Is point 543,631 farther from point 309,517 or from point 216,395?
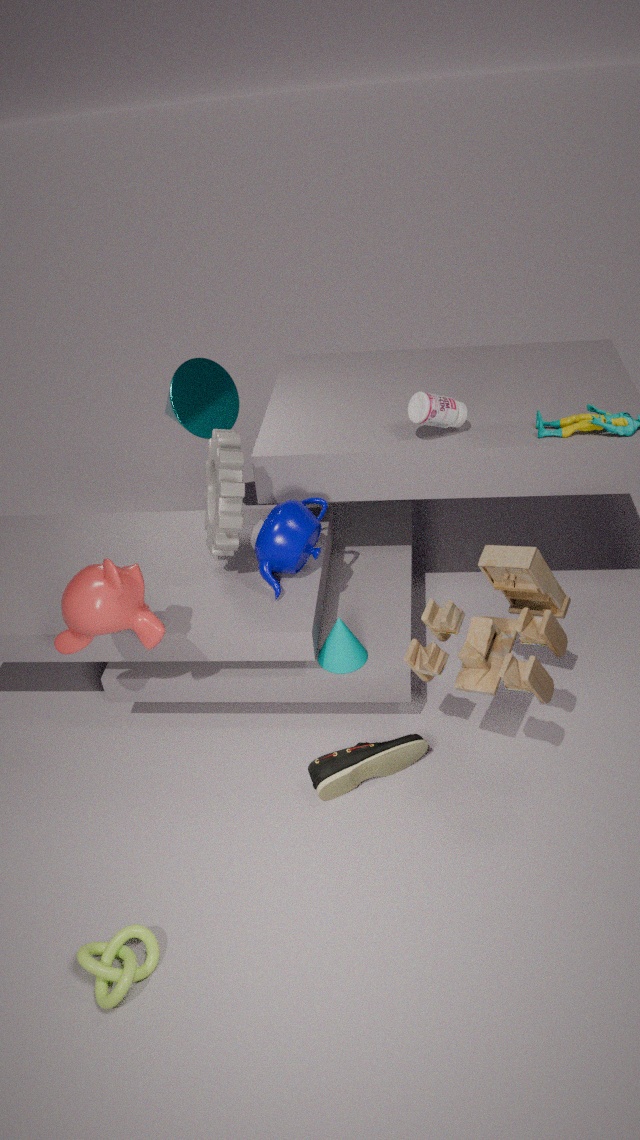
point 216,395
